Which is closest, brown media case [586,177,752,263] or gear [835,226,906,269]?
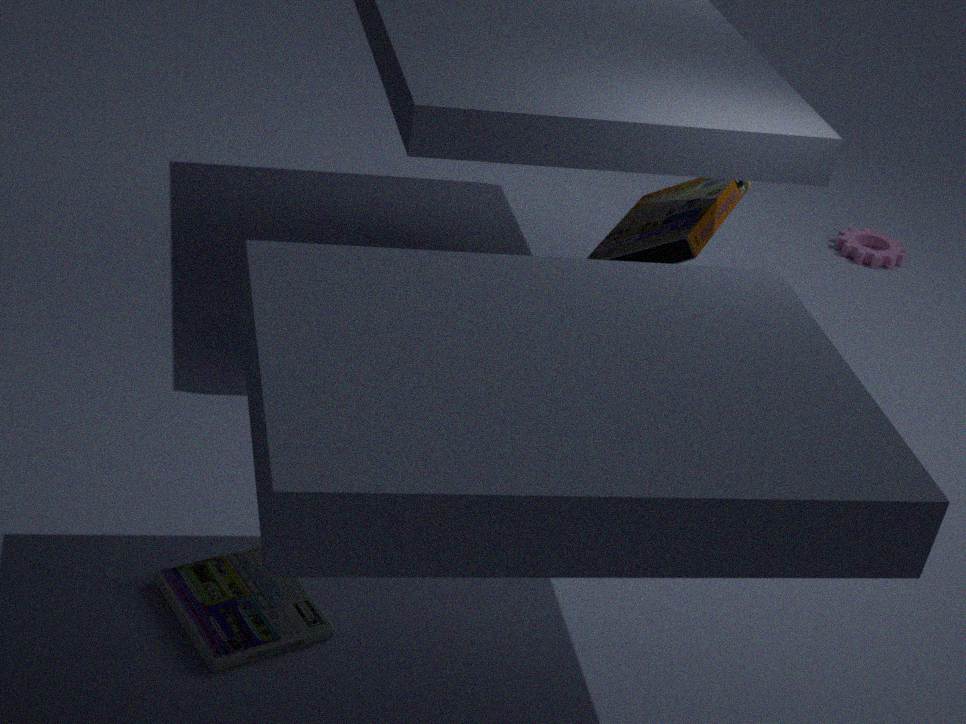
brown media case [586,177,752,263]
